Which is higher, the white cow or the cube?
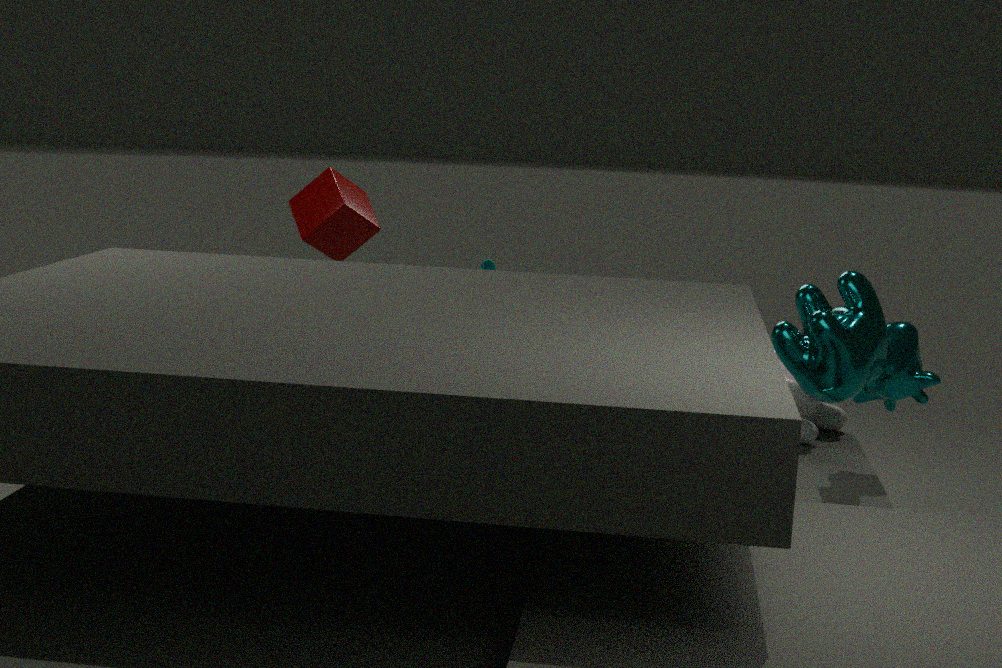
the cube
